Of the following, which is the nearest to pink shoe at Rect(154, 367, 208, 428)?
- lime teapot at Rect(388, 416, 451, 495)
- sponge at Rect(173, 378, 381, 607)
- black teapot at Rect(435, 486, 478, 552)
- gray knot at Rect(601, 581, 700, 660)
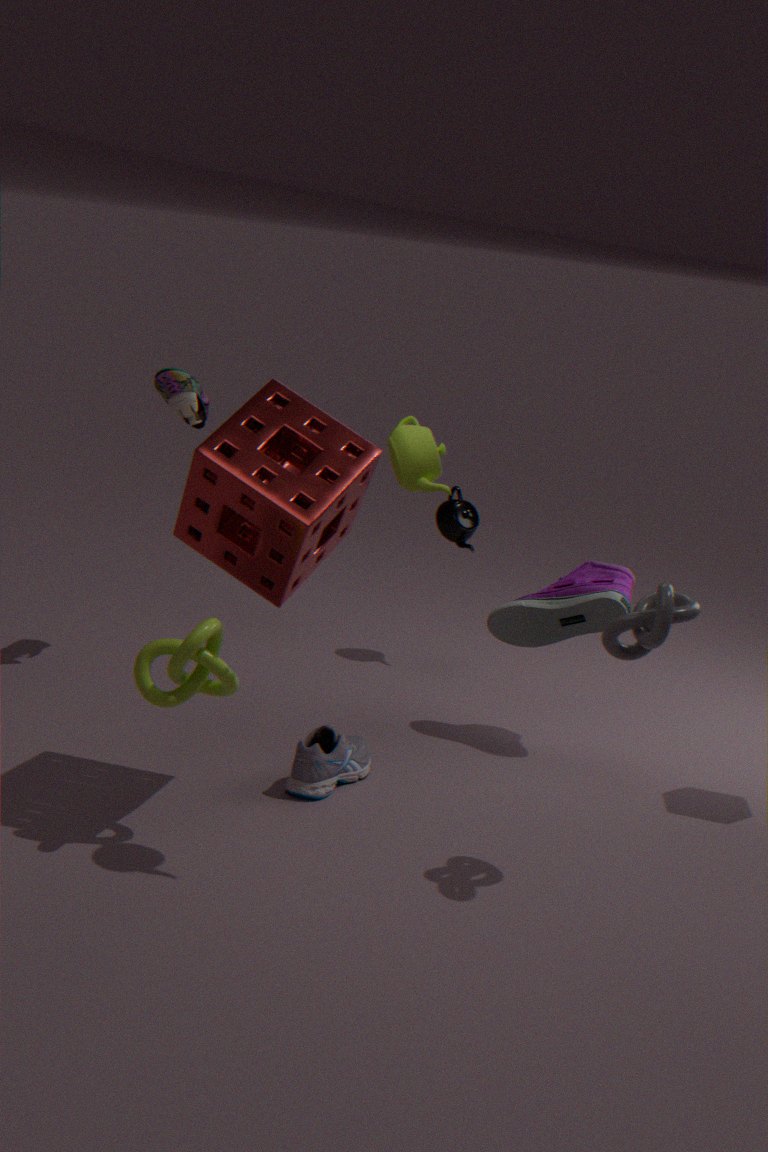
sponge at Rect(173, 378, 381, 607)
